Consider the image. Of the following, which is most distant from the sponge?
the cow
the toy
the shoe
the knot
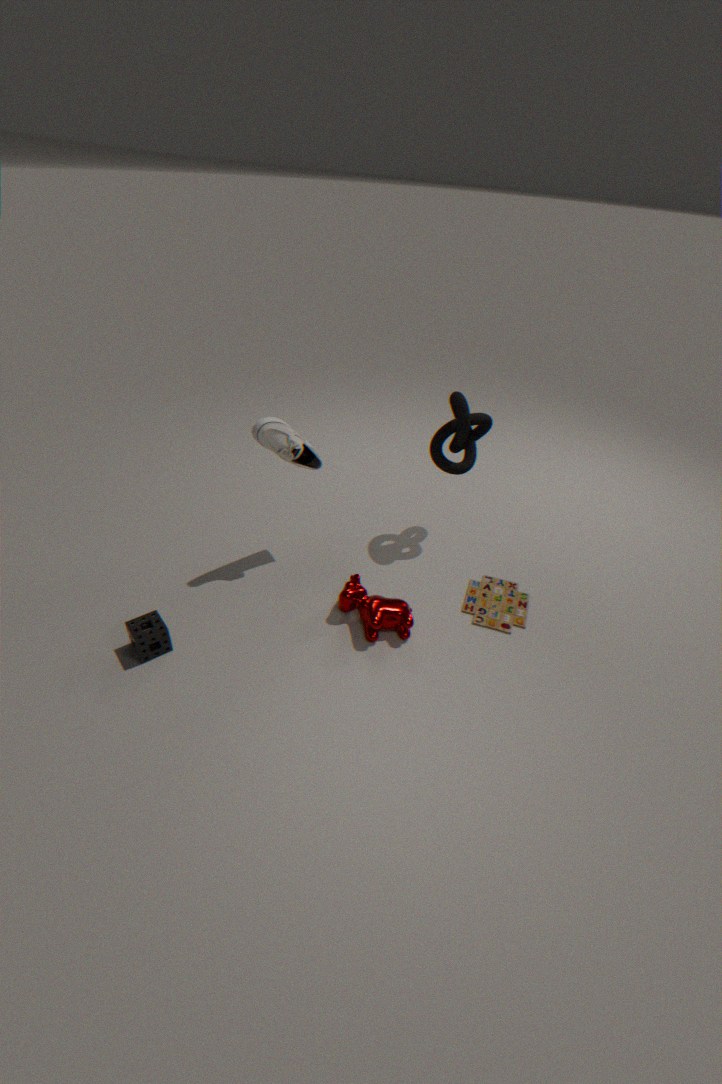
the knot
